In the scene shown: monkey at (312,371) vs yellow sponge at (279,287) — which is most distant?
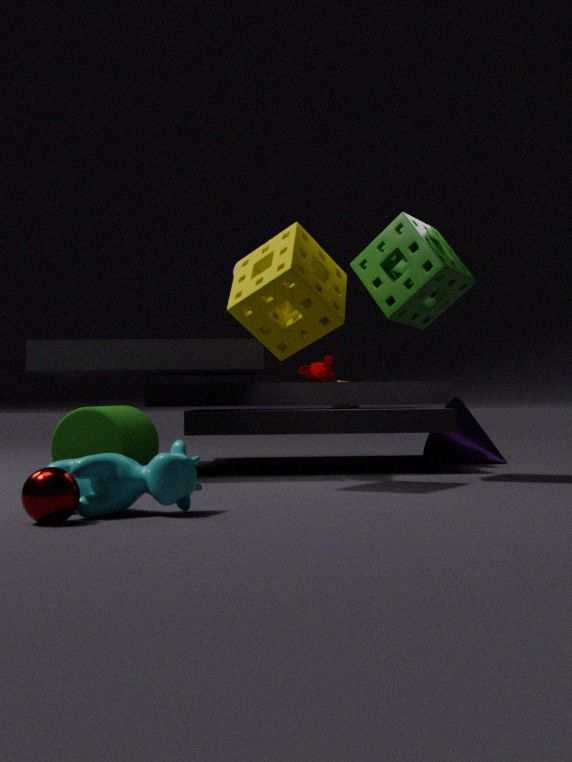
monkey at (312,371)
